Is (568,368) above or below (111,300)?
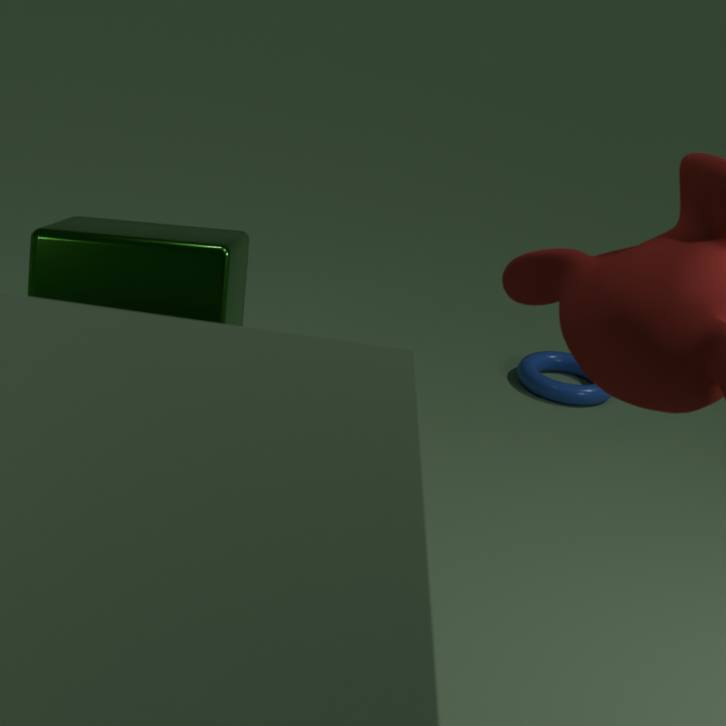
below
